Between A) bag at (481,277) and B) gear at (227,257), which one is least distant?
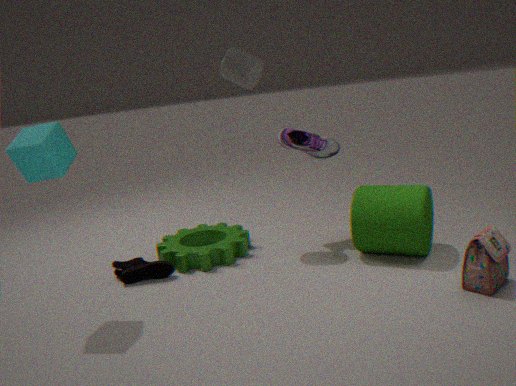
A. bag at (481,277)
